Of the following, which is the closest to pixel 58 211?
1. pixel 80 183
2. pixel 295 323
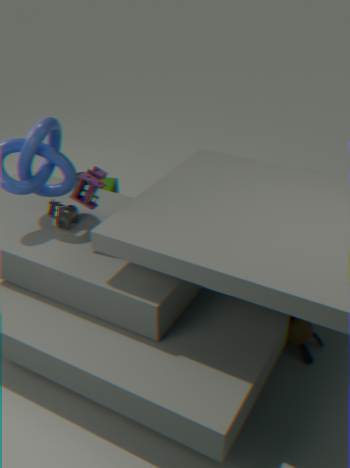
pixel 80 183
